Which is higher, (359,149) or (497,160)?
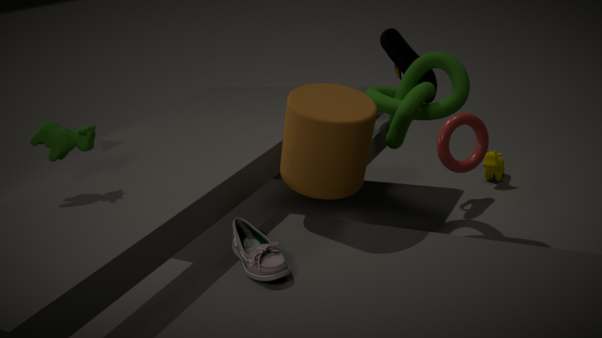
(359,149)
